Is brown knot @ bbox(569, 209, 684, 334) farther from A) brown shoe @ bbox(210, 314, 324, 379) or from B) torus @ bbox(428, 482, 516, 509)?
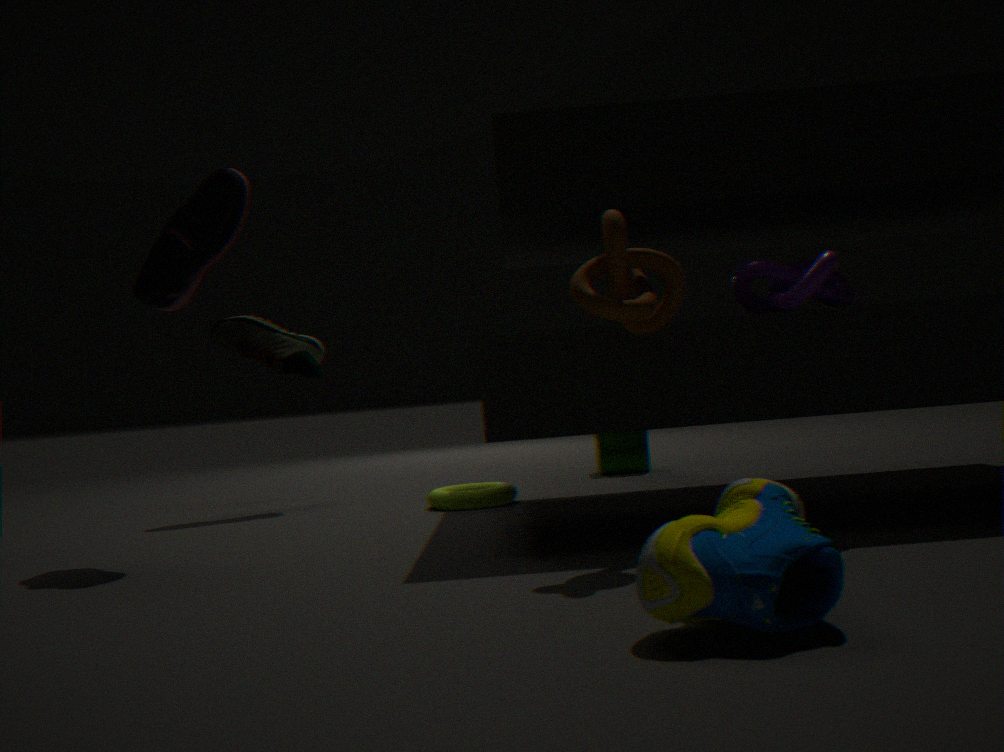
A) brown shoe @ bbox(210, 314, 324, 379)
